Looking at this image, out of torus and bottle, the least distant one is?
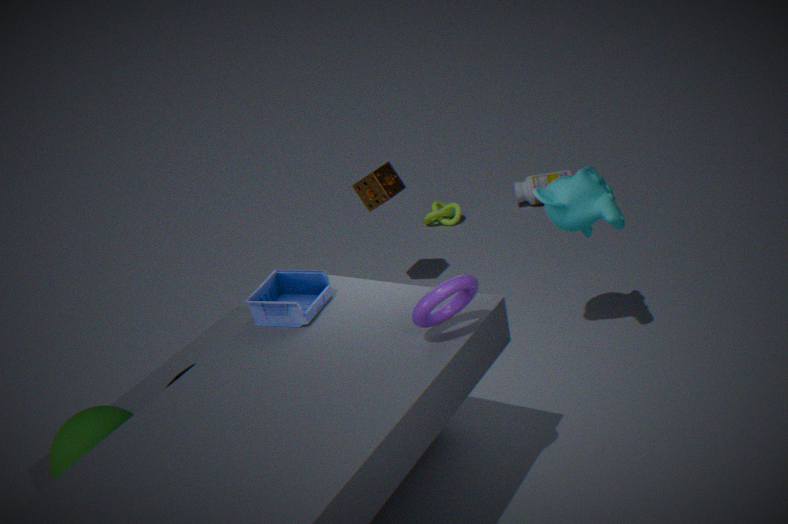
torus
